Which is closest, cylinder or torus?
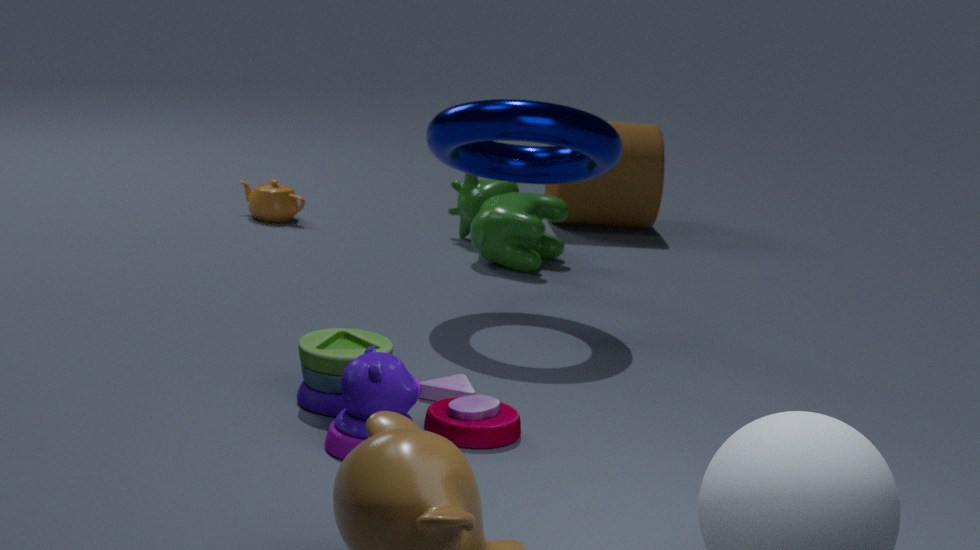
torus
